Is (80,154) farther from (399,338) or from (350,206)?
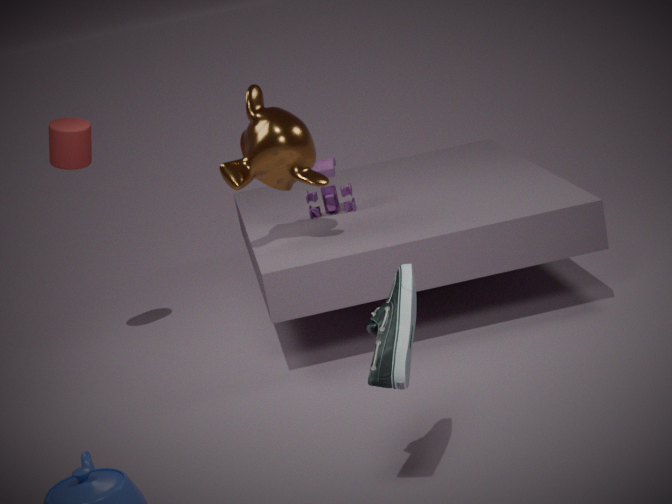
(399,338)
